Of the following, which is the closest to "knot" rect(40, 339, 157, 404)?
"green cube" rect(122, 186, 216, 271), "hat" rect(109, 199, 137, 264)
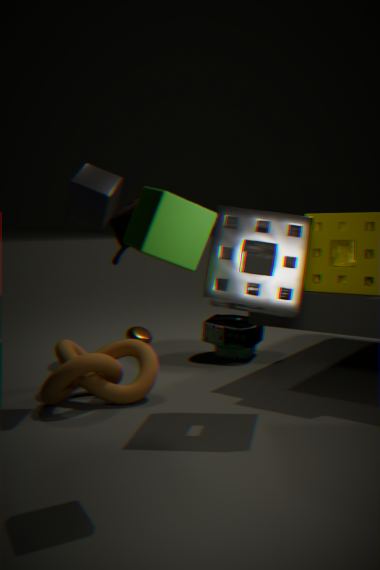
"hat" rect(109, 199, 137, 264)
